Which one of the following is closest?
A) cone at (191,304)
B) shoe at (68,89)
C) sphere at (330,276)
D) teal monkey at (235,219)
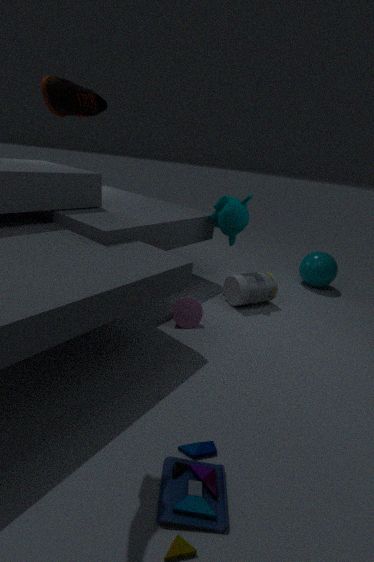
shoe at (68,89)
